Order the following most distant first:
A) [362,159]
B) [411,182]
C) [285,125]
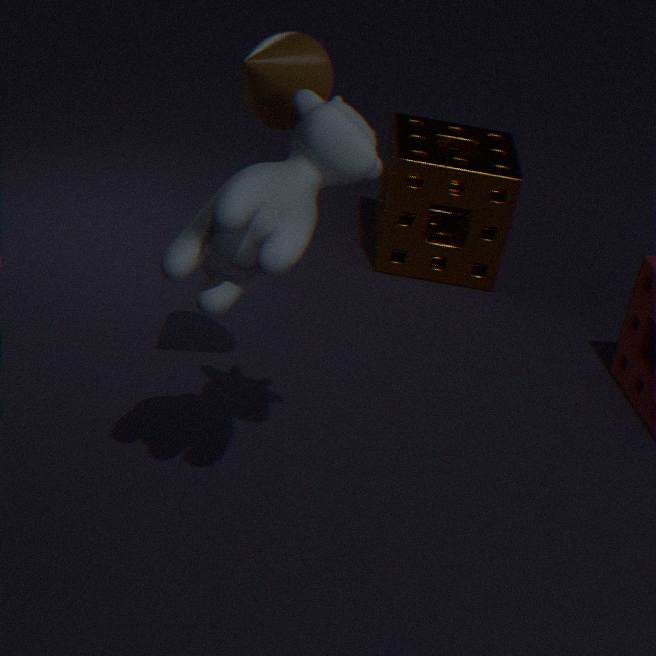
[411,182] < [285,125] < [362,159]
